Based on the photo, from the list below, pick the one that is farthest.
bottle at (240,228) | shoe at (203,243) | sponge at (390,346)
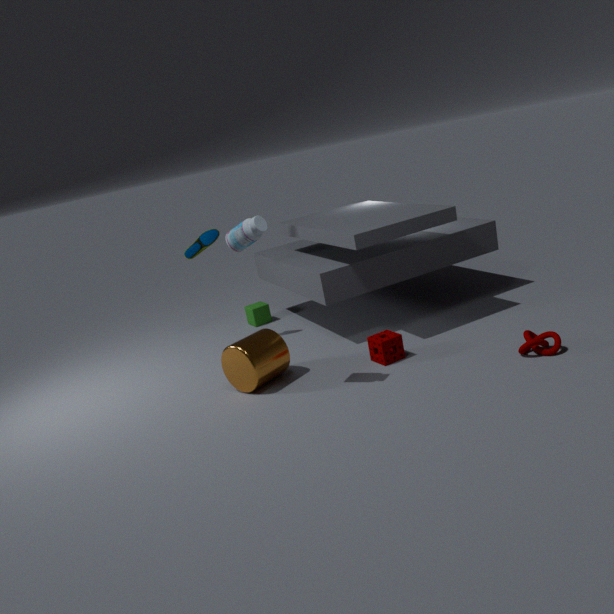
shoe at (203,243)
